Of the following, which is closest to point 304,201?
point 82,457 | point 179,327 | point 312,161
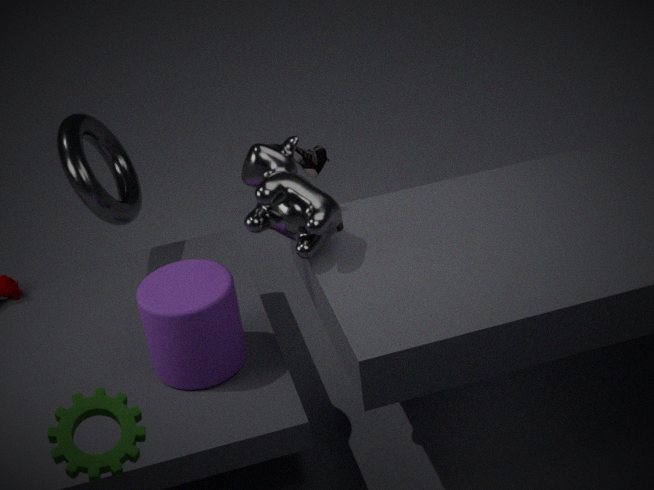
point 179,327
